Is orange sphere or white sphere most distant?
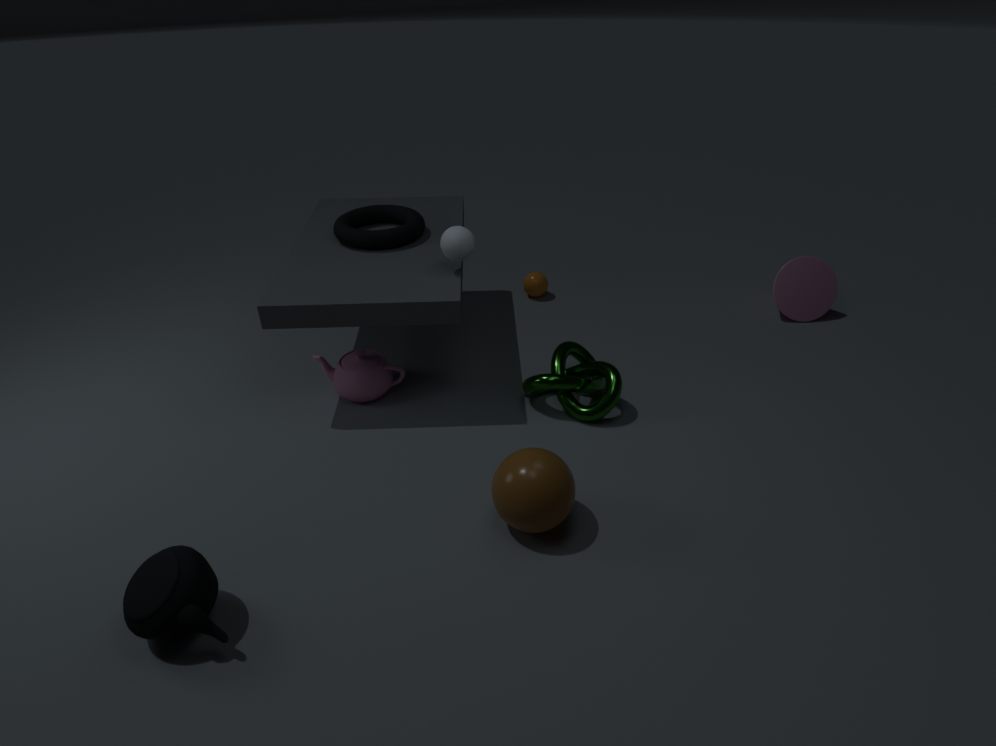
orange sphere
